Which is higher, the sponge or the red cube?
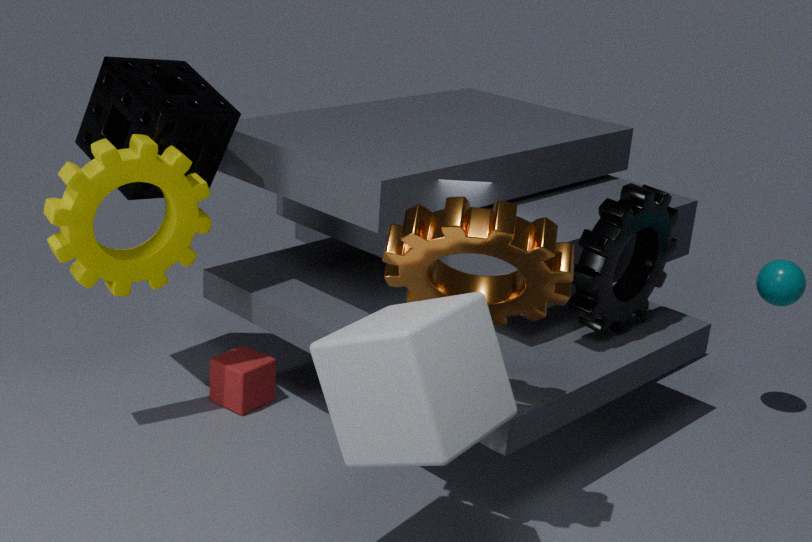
the sponge
